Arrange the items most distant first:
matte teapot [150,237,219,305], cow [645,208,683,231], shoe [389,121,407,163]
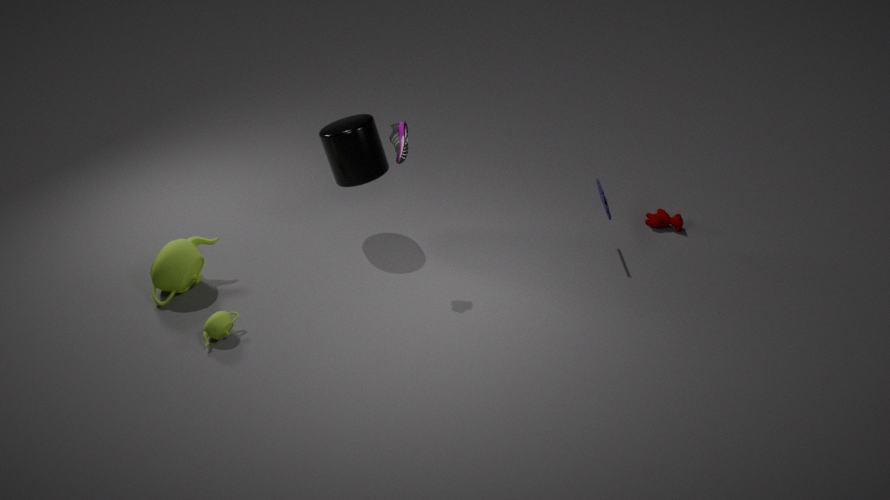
cow [645,208,683,231], matte teapot [150,237,219,305], shoe [389,121,407,163]
